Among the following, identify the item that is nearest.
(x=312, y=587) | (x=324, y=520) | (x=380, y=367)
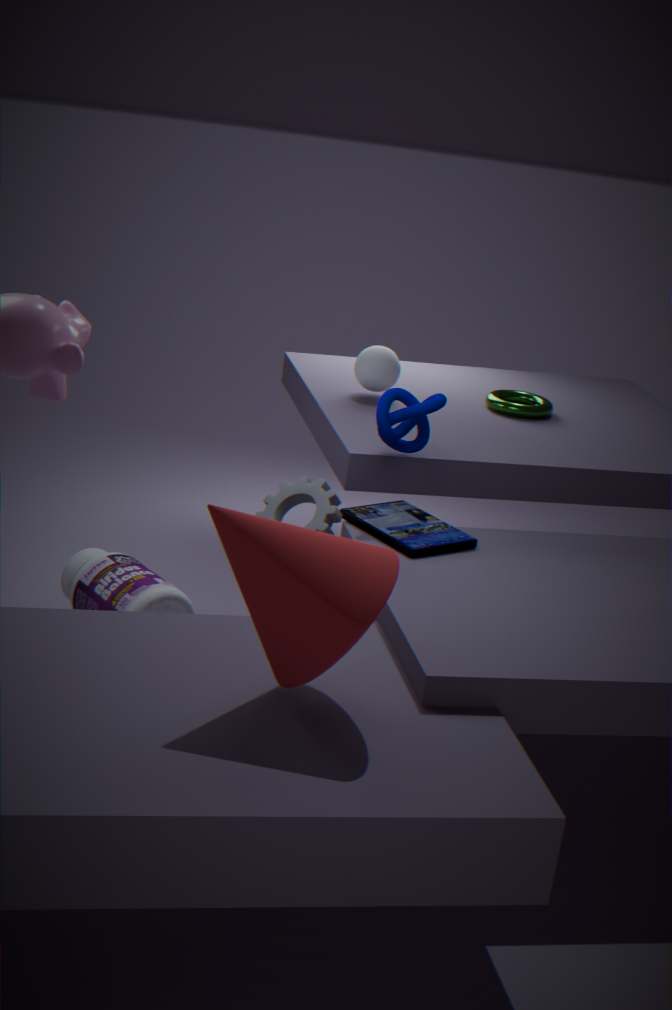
(x=312, y=587)
